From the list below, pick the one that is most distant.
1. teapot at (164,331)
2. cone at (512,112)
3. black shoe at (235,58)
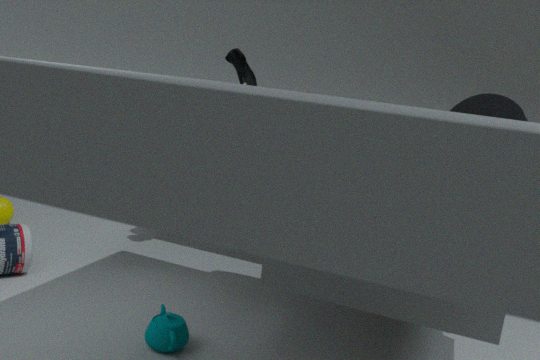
black shoe at (235,58)
